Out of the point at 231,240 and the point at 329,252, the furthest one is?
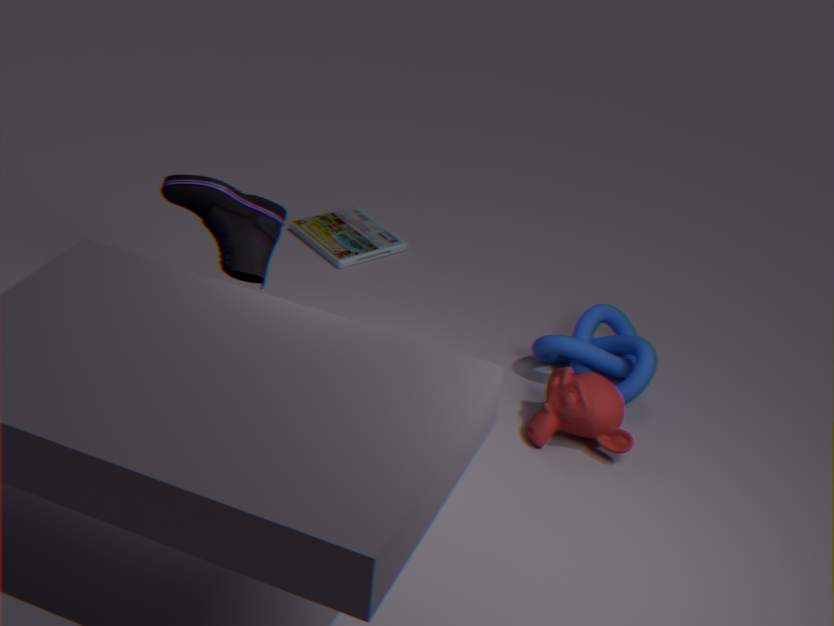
the point at 329,252
